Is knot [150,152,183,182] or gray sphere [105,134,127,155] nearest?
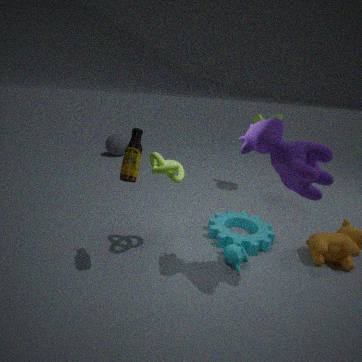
knot [150,152,183,182]
